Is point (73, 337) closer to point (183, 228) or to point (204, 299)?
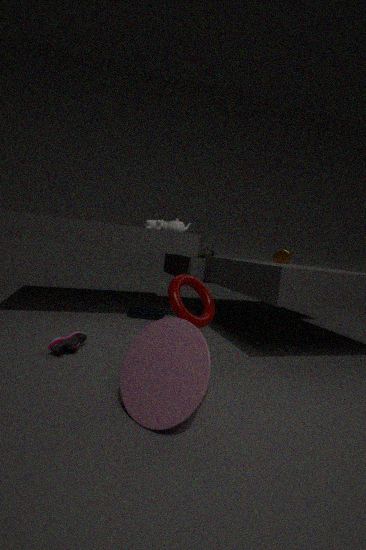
point (204, 299)
